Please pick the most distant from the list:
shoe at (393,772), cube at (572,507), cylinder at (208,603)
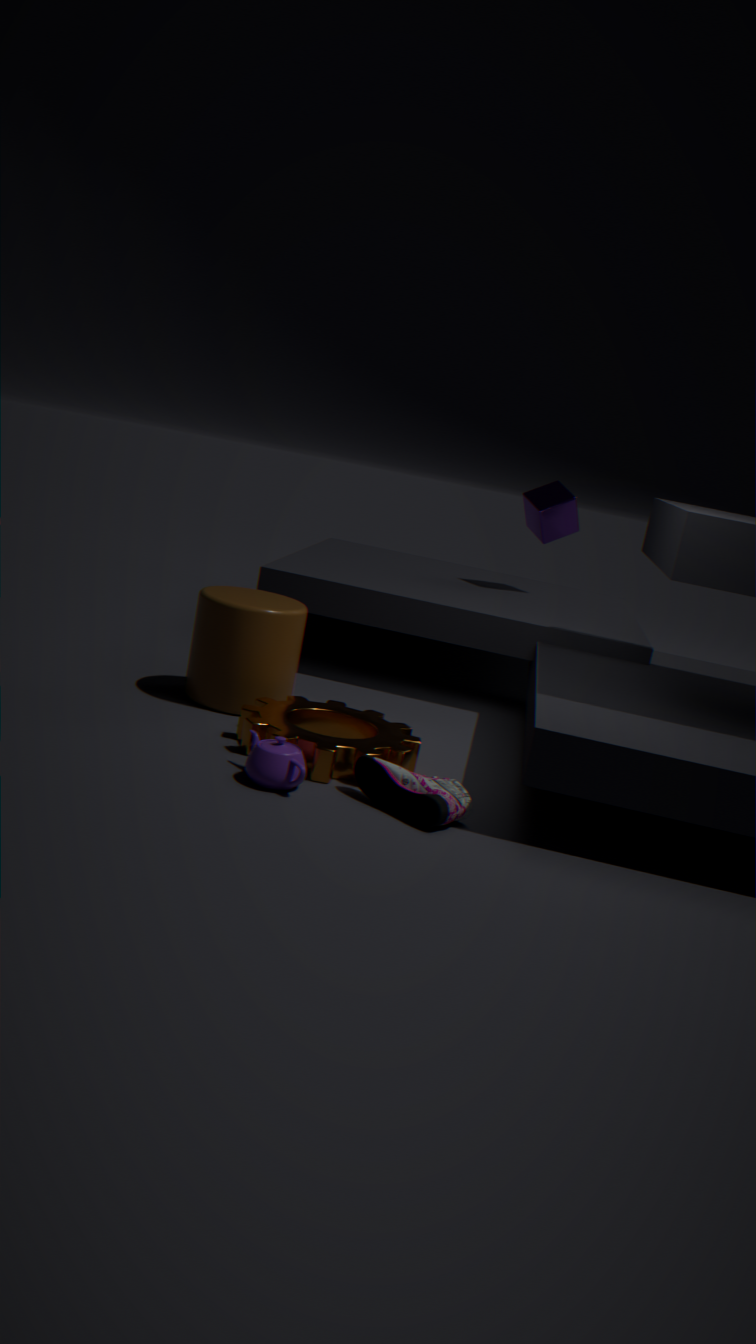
cube at (572,507)
